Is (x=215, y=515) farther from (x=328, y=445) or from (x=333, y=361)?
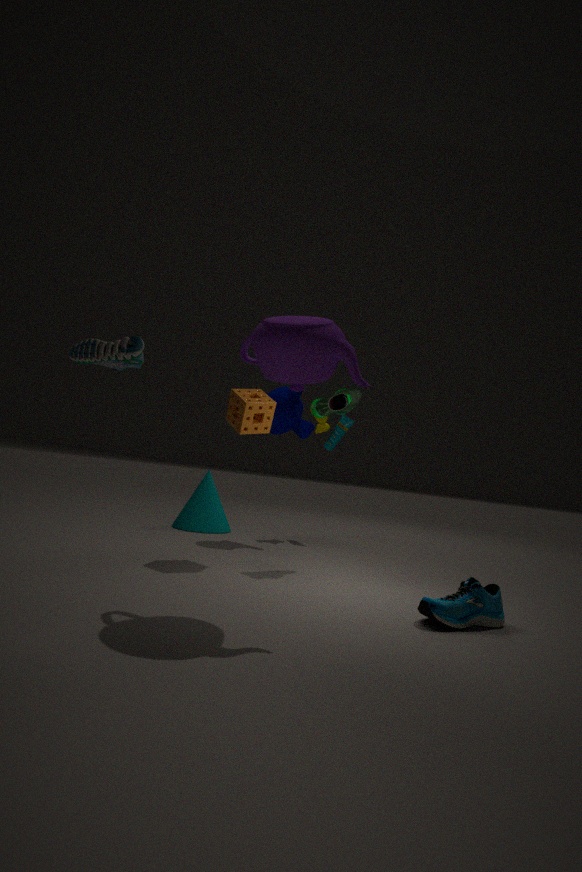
(x=333, y=361)
